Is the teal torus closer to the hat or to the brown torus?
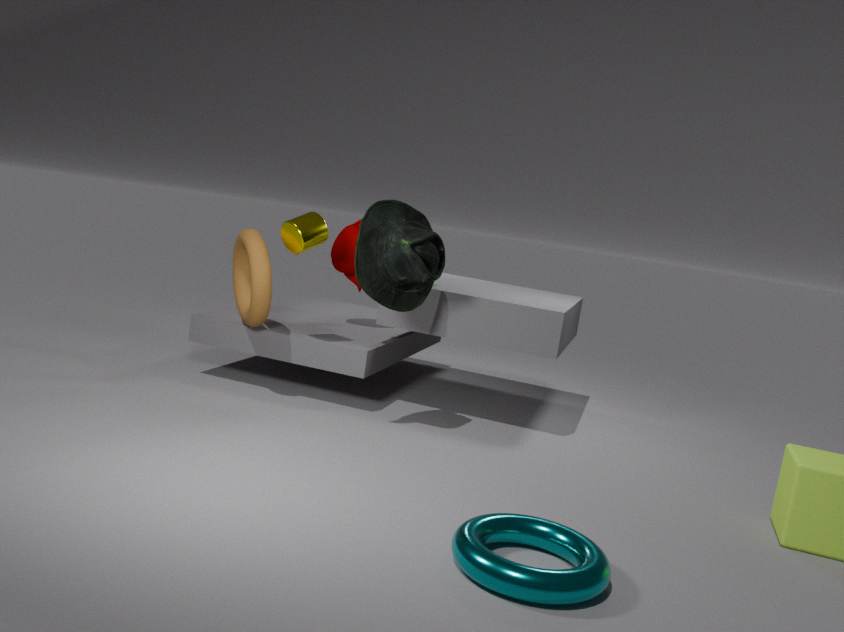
the hat
